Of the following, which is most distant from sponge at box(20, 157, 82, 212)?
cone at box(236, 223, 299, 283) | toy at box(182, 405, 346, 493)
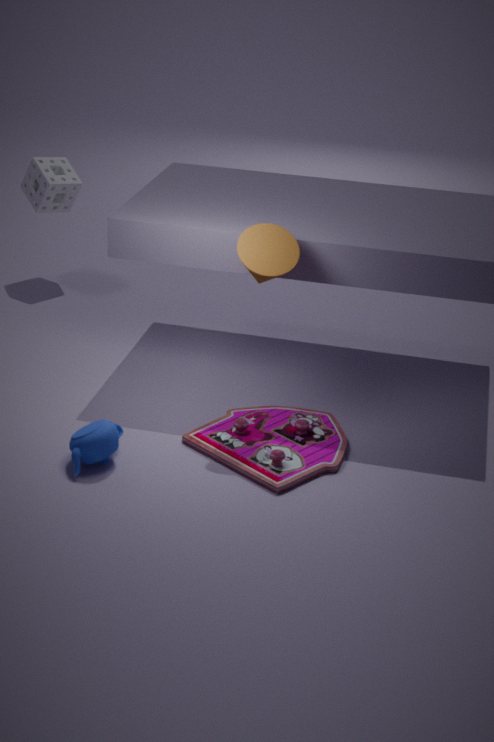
toy at box(182, 405, 346, 493)
